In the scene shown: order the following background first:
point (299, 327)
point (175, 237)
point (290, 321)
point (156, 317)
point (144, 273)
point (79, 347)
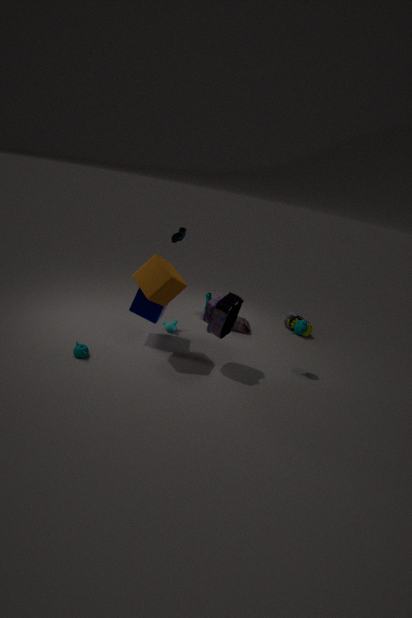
point (290, 321)
point (175, 237)
point (156, 317)
point (299, 327)
point (79, 347)
point (144, 273)
